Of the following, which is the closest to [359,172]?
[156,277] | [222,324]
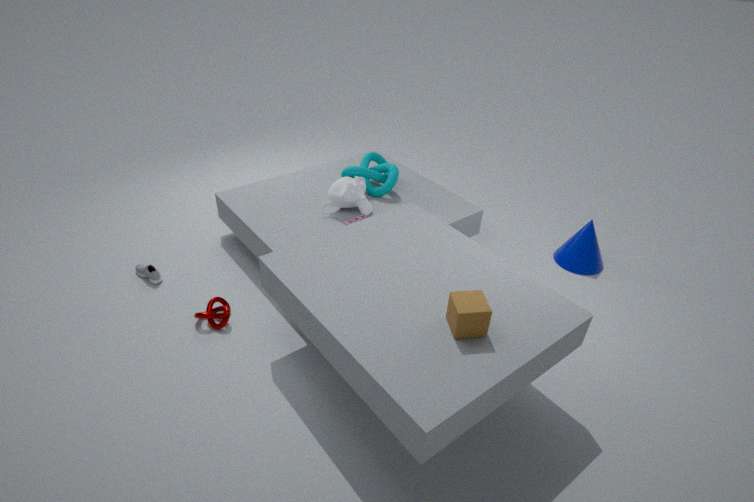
[222,324]
